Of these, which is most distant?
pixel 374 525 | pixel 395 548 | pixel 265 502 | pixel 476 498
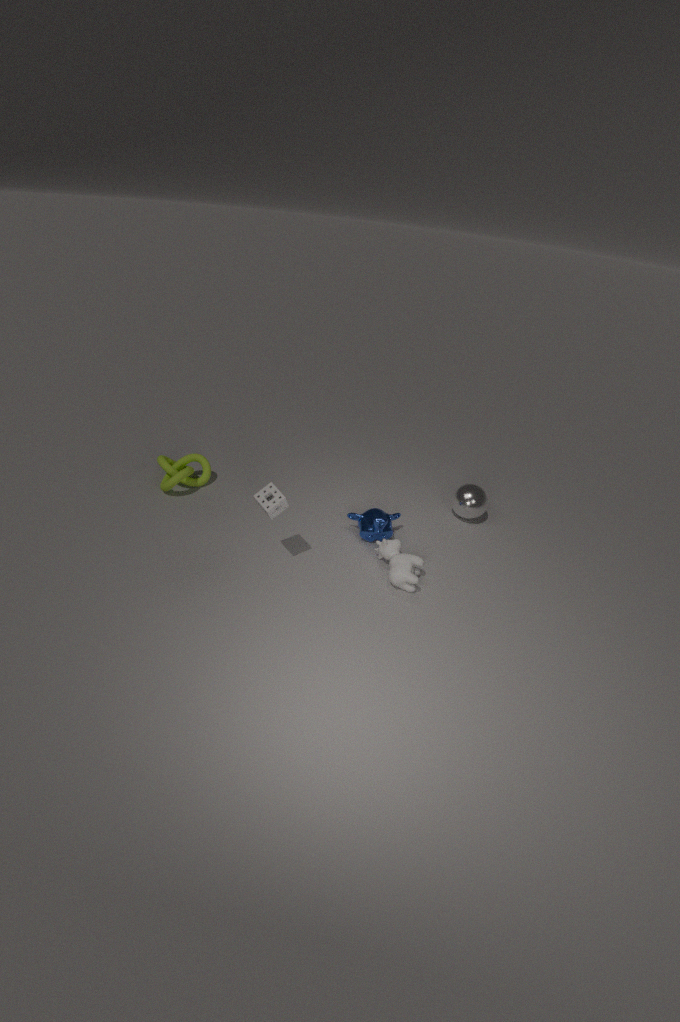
pixel 476 498
